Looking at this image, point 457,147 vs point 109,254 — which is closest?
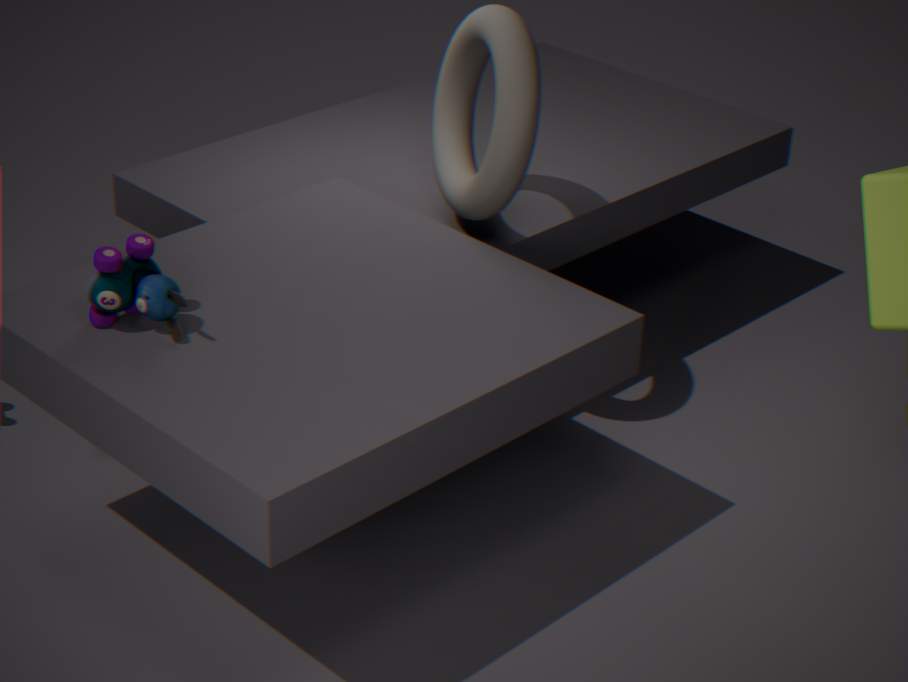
point 109,254
